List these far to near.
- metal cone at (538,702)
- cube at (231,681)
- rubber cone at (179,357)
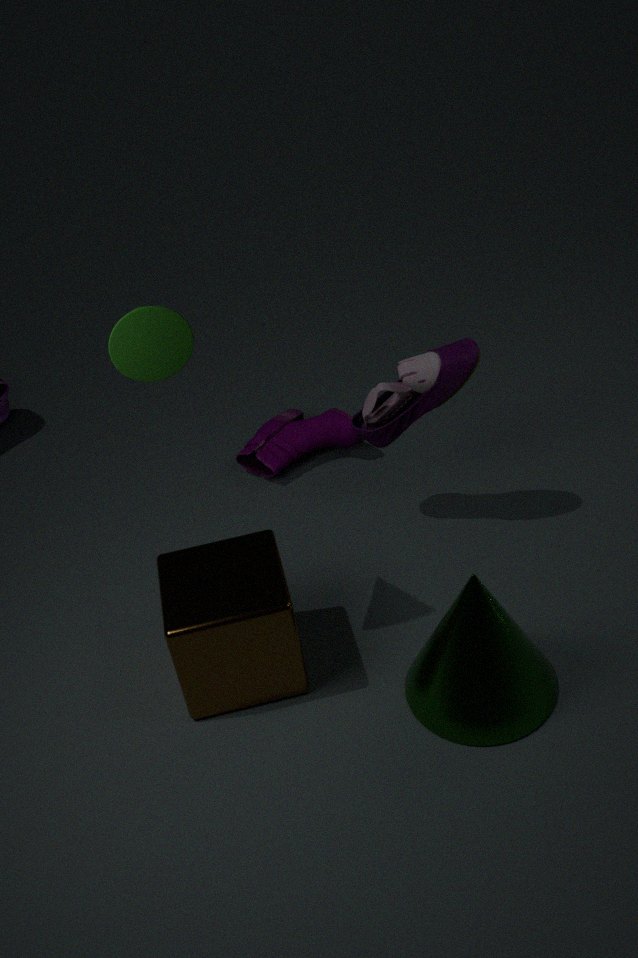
cube at (231,681) → metal cone at (538,702) → rubber cone at (179,357)
